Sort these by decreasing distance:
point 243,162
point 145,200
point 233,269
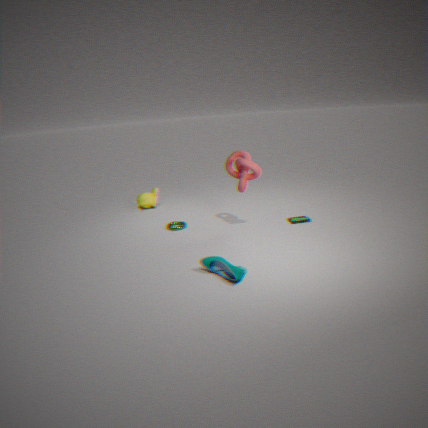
point 145,200 → point 243,162 → point 233,269
